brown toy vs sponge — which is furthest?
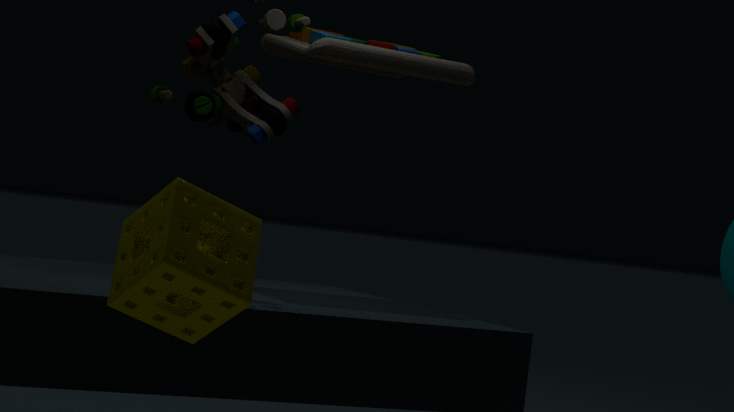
brown toy
